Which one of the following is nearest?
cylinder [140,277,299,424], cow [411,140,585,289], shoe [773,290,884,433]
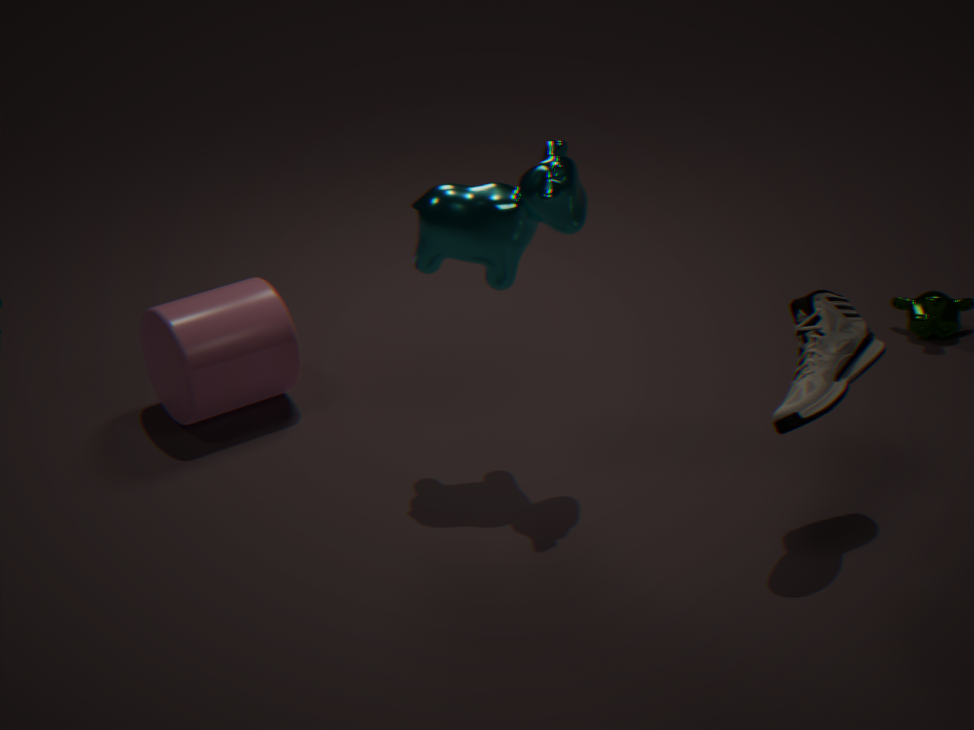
shoe [773,290,884,433]
